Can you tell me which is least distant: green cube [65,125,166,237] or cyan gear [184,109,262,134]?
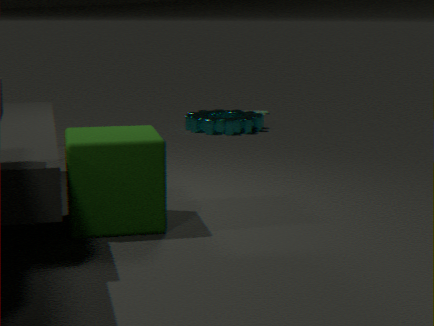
green cube [65,125,166,237]
